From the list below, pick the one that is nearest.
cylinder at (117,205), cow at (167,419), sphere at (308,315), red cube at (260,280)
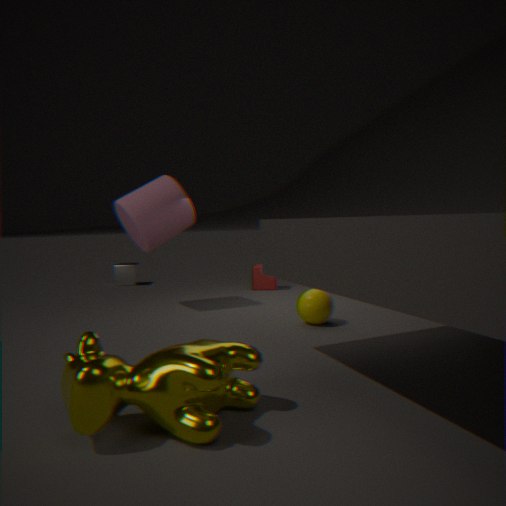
cow at (167,419)
